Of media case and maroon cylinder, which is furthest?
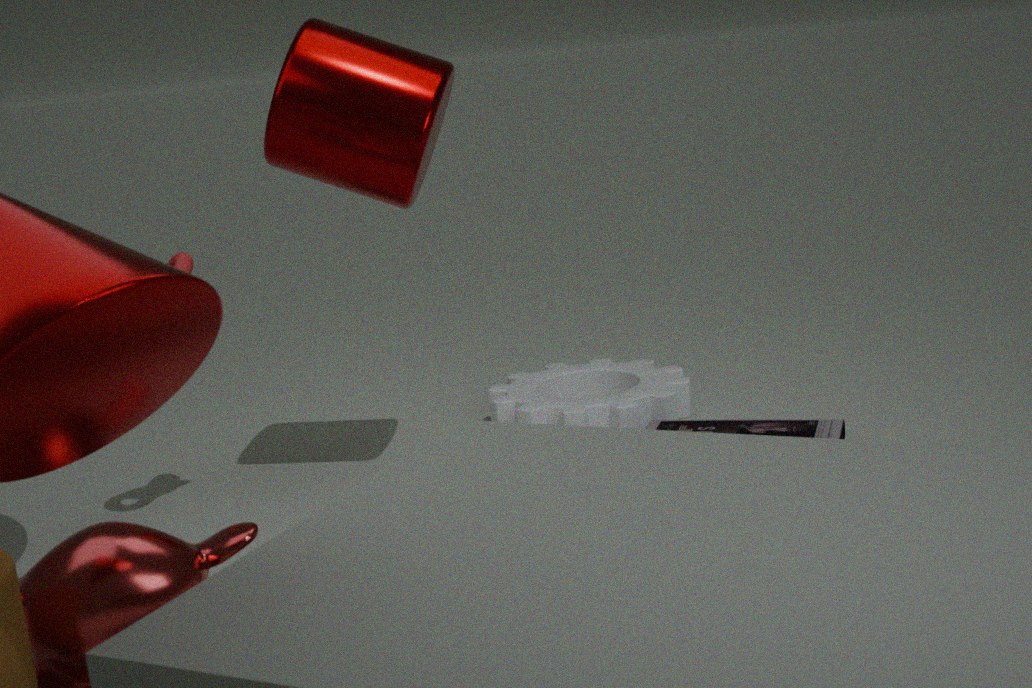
media case
